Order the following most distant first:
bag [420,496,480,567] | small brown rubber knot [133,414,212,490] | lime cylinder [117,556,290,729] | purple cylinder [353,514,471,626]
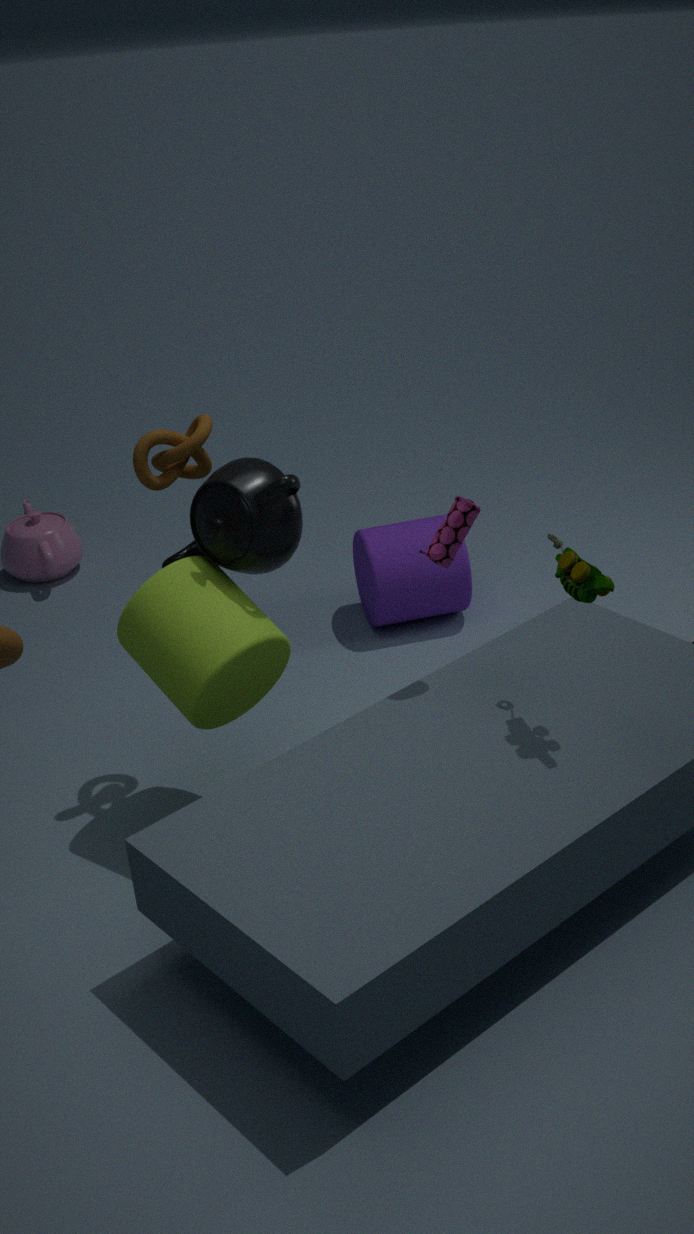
1. purple cylinder [353,514,471,626]
2. small brown rubber knot [133,414,212,490]
3. bag [420,496,480,567]
4. lime cylinder [117,556,290,729]
